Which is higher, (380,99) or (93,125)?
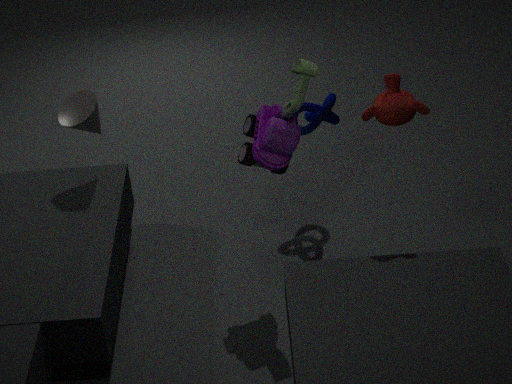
(380,99)
